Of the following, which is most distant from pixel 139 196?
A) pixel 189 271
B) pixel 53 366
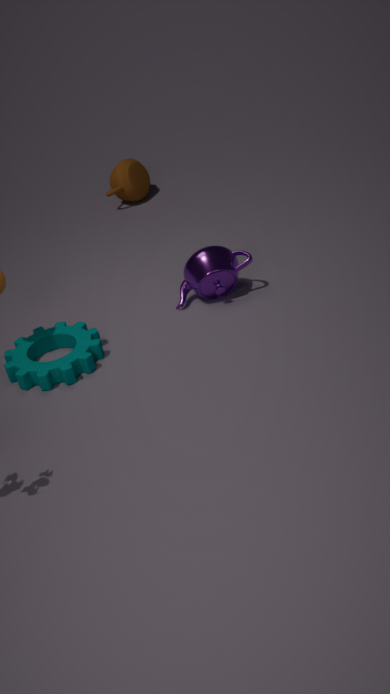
pixel 53 366
